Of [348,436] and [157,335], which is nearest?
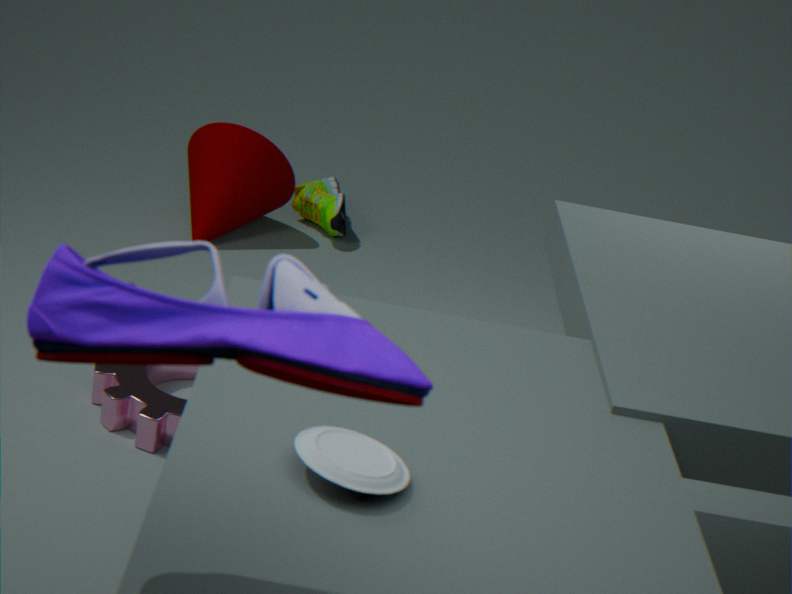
[157,335]
